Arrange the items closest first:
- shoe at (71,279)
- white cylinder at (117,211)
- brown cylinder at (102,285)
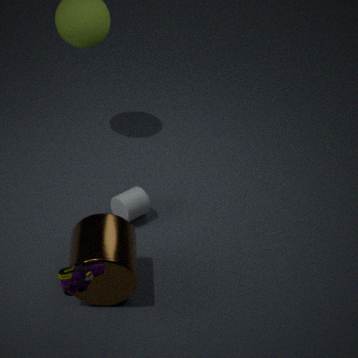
shoe at (71,279)
brown cylinder at (102,285)
white cylinder at (117,211)
